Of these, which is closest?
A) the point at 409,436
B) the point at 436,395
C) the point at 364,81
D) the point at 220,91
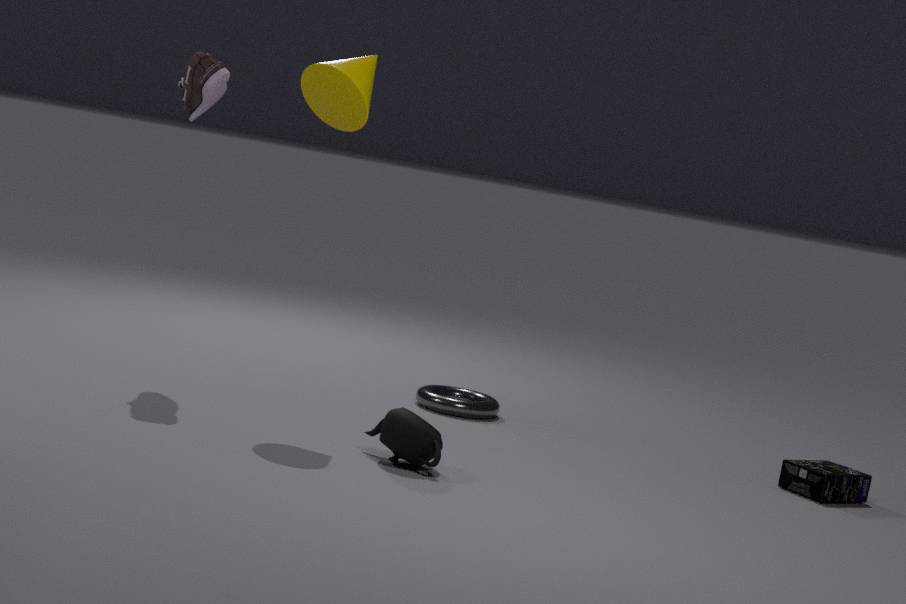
the point at 409,436
